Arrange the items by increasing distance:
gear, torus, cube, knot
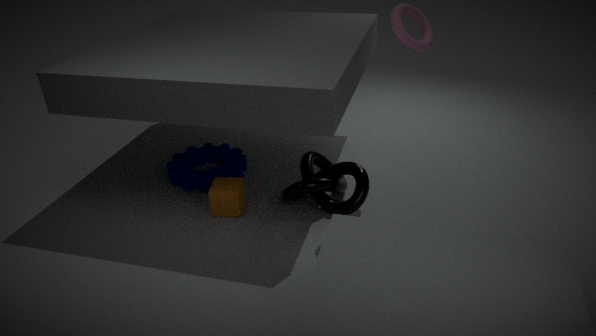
torus
knot
cube
gear
